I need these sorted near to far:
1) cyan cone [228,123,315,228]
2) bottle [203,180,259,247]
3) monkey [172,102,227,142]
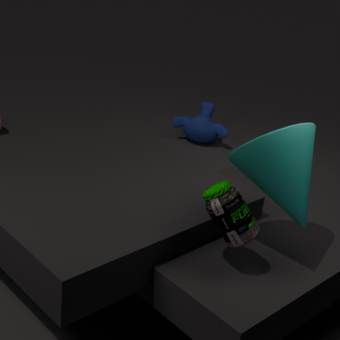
1. cyan cone [228,123,315,228] → 2. bottle [203,180,259,247] → 3. monkey [172,102,227,142]
